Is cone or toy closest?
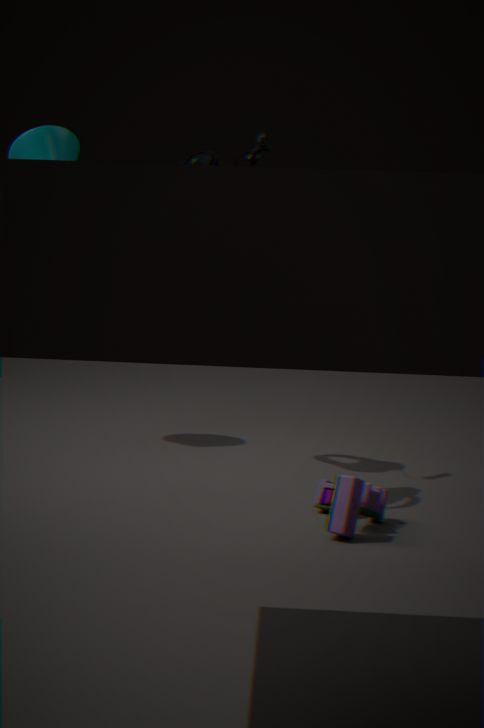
toy
